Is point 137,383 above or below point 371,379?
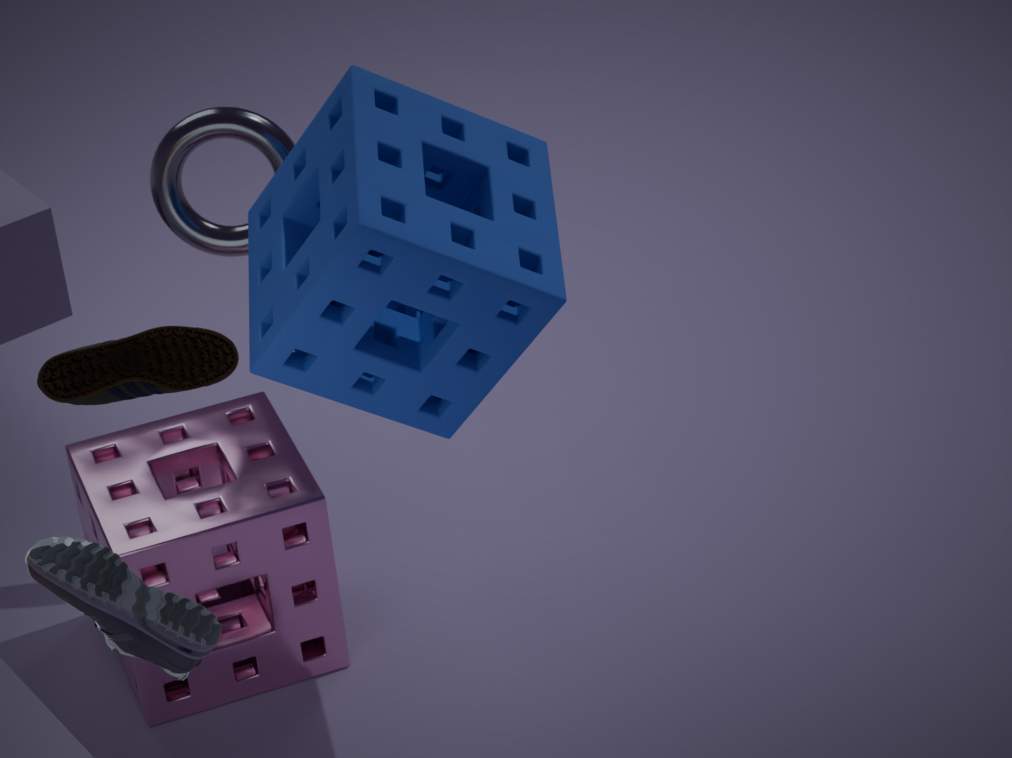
above
